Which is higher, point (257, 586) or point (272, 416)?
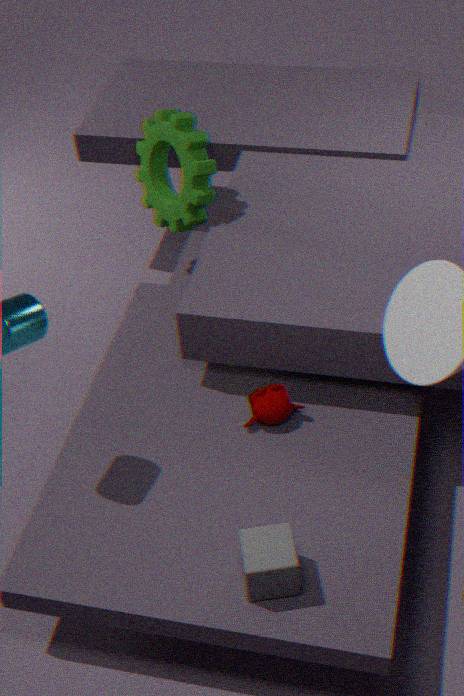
point (257, 586)
